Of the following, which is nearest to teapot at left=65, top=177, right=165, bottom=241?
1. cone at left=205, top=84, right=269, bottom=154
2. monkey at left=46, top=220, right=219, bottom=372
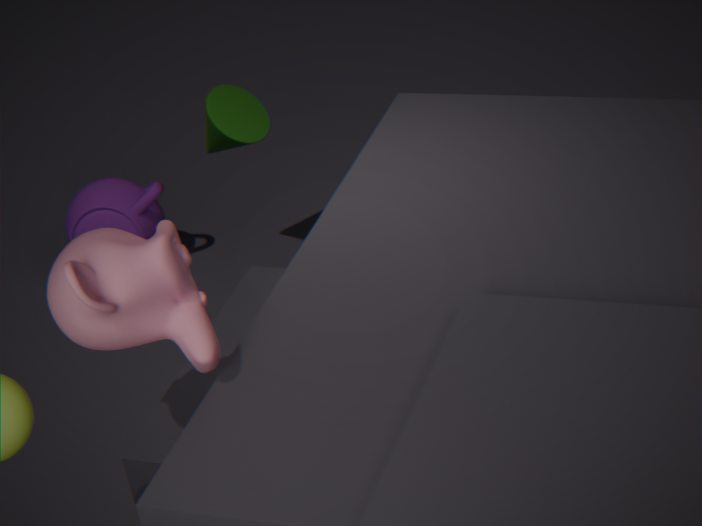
cone at left=205, top=84, right=269, bottom=154
